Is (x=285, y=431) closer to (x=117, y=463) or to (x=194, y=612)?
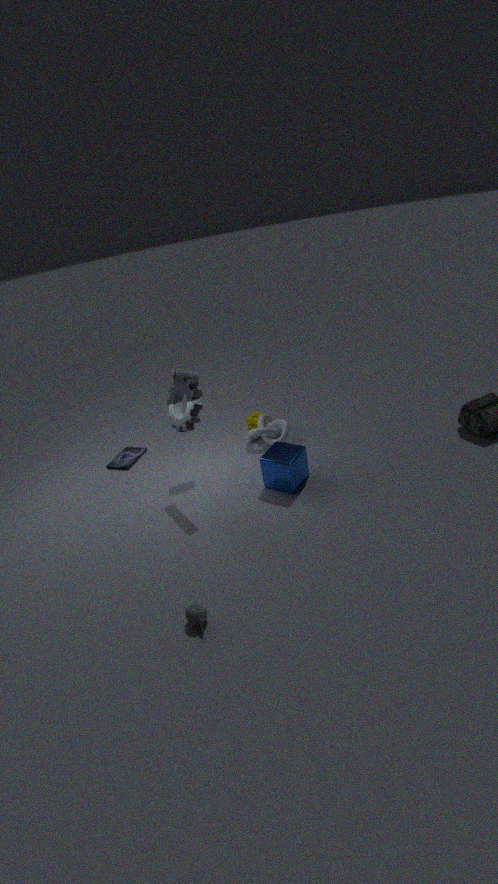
(x=117, y=463)
